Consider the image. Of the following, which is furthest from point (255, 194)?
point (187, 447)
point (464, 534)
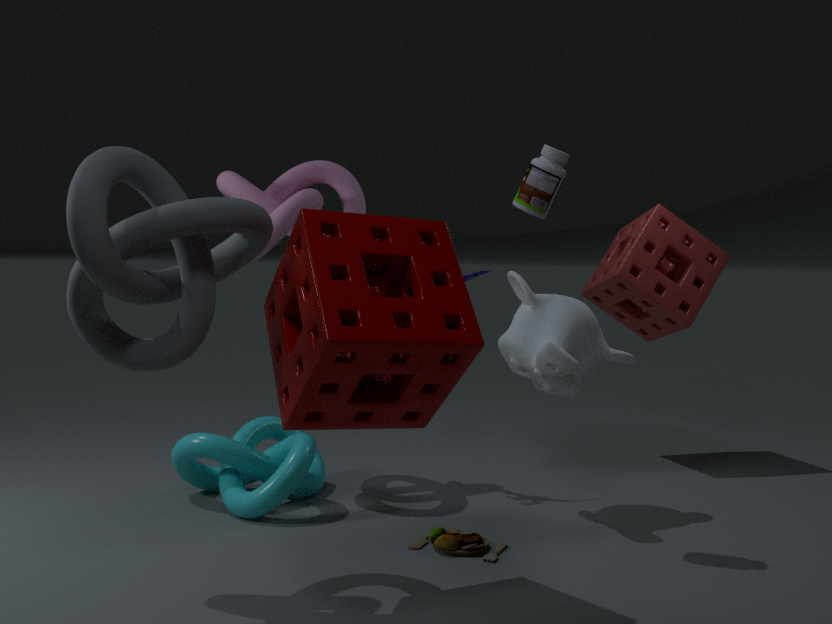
point (464, 534)
